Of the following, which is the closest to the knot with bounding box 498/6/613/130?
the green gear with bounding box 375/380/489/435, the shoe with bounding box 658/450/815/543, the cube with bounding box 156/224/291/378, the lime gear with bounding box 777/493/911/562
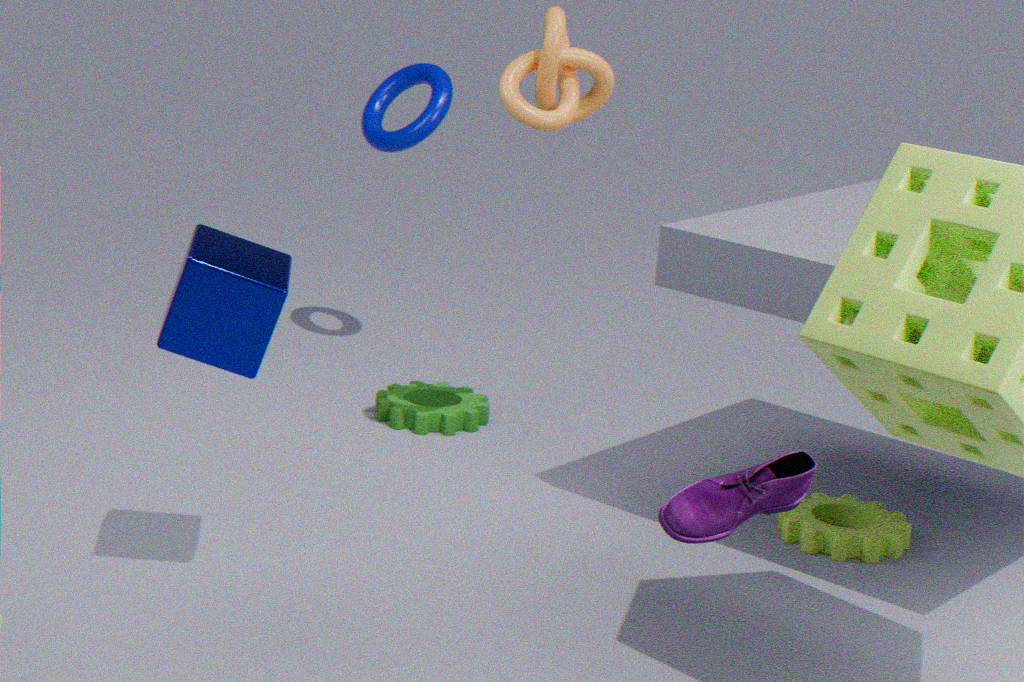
the cube with bounding box 156/224/291/378
